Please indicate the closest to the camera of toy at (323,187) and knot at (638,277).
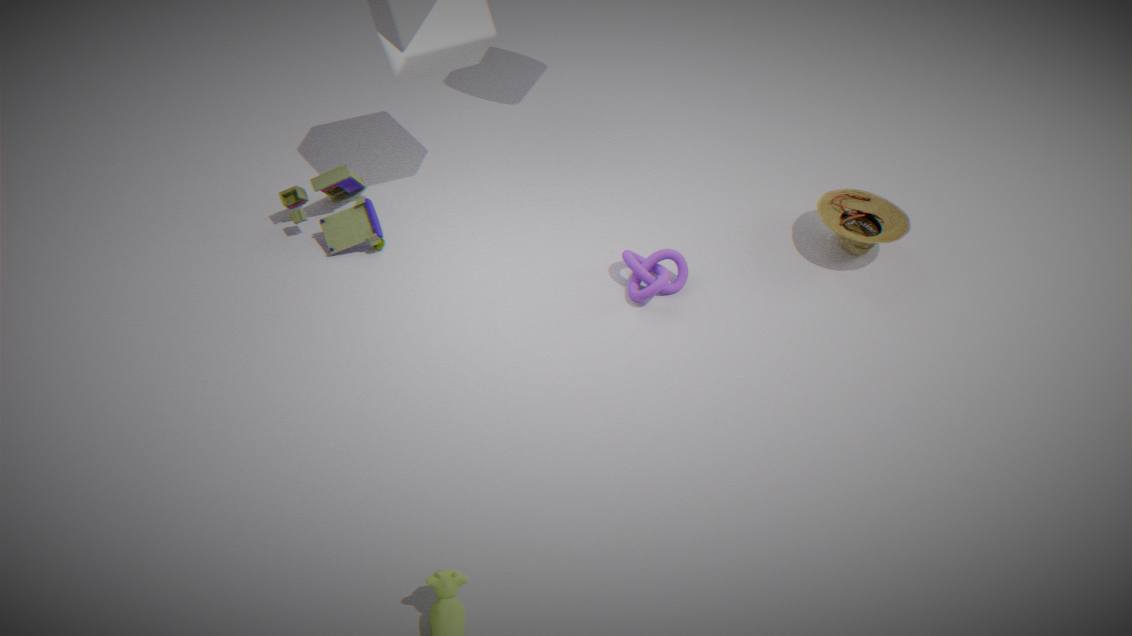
knot at (638,277)
